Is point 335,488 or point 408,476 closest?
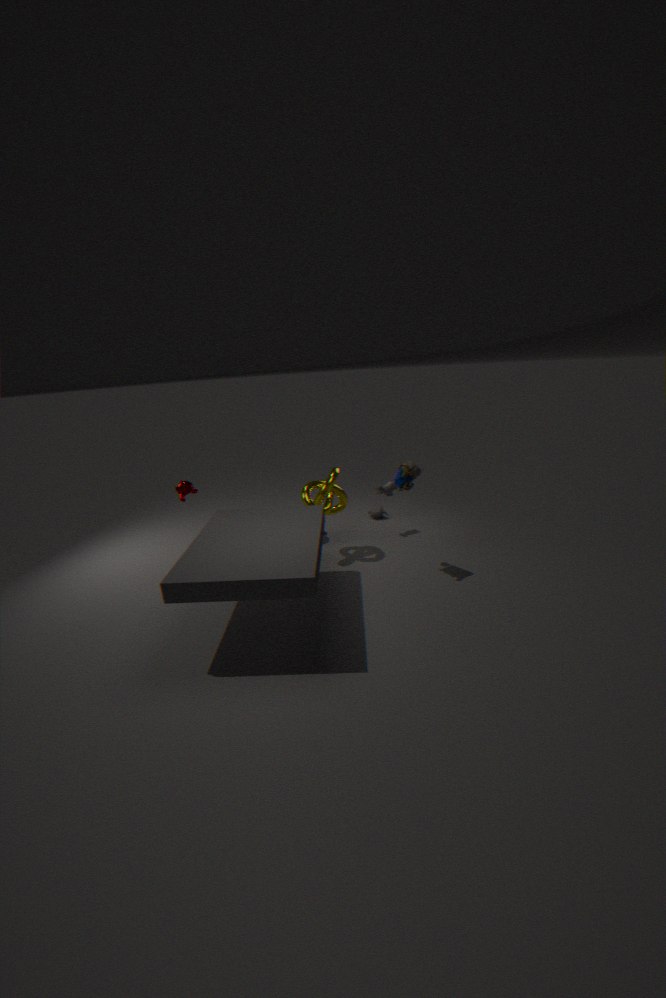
point 408,476
